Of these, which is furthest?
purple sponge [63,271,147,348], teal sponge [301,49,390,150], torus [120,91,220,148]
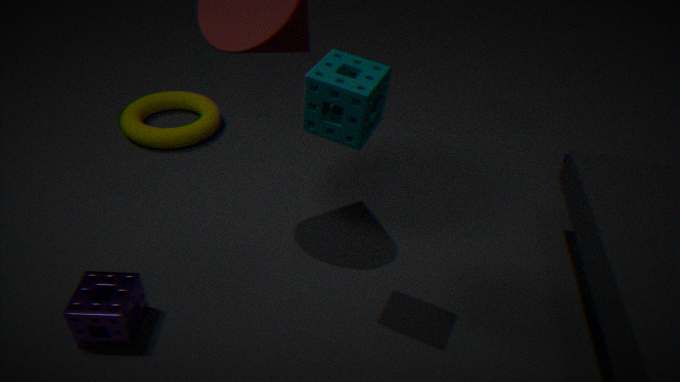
torus [120,91,220,148]
